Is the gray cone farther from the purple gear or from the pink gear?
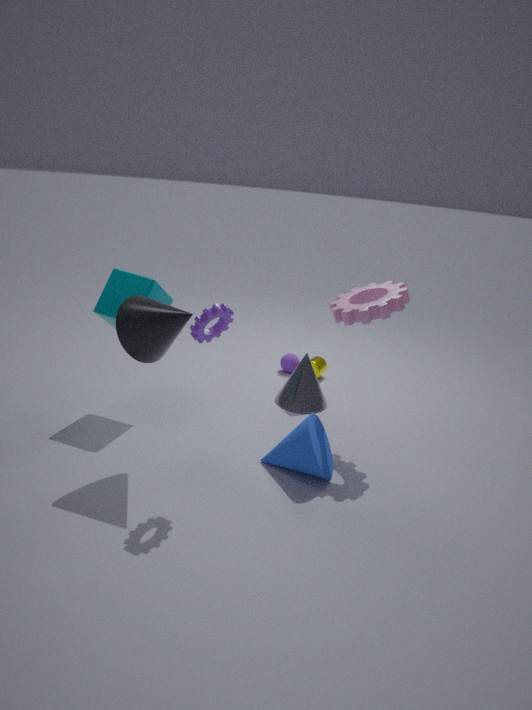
the purple gear
